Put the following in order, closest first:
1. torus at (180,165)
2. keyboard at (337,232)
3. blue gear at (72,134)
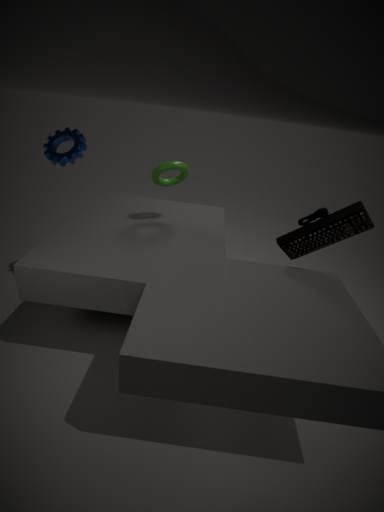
keyboard at (337,232) < blue gear at (72,134) < torus at (180,165)
